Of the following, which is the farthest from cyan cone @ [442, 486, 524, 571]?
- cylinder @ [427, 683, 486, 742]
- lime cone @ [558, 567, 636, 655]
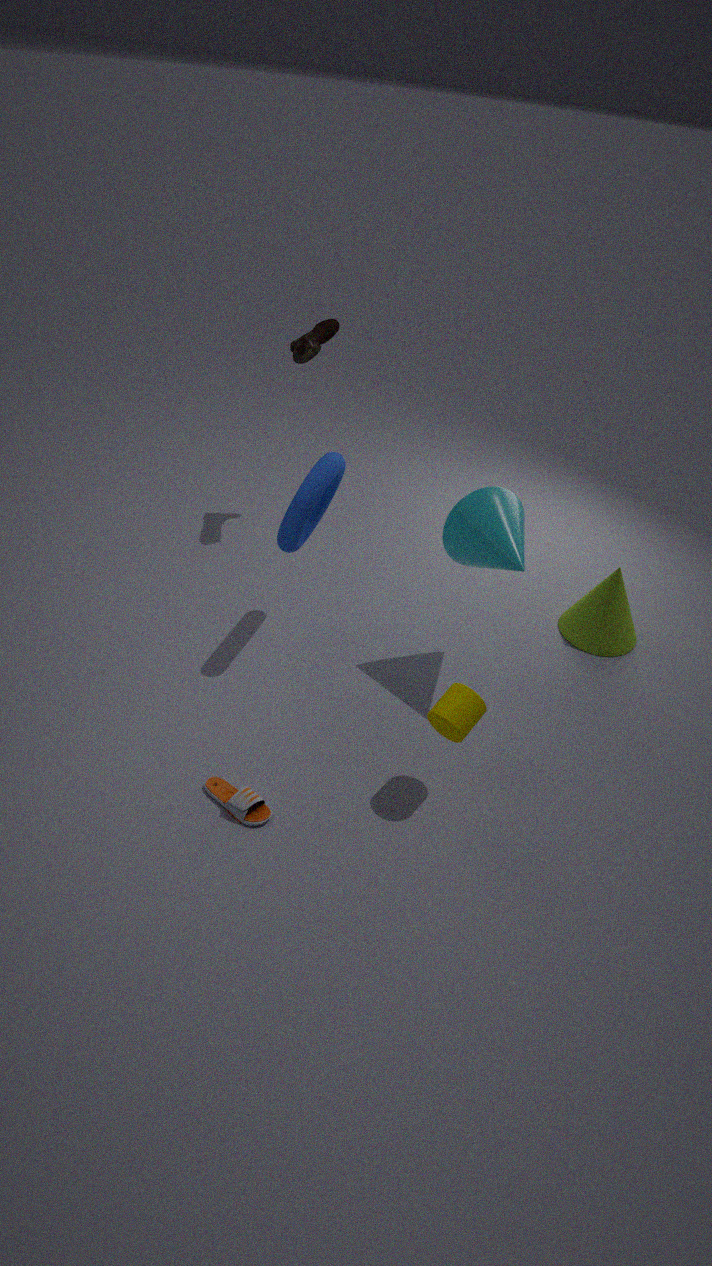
cylinder @ [427, 683, 486, 742]
